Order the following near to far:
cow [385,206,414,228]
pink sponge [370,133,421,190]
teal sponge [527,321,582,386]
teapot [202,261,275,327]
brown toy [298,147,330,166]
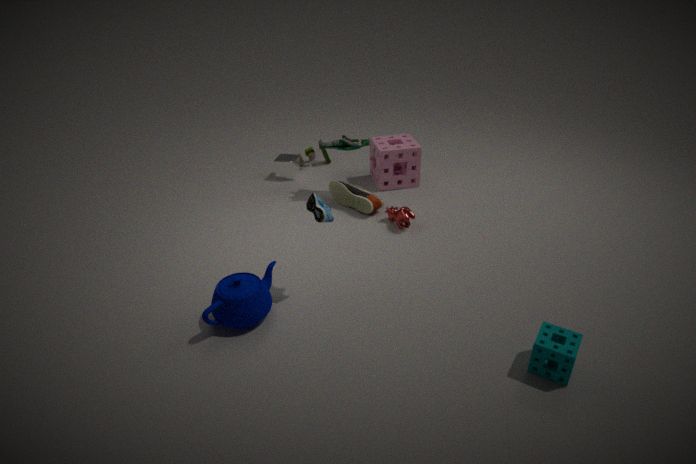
teal sponge [527,321,582,386]
teapot [202,261,275,327]
cow [385,206,414,228]
pink sponge [370,133,421,190]
brown toy [298,147,330,166]
